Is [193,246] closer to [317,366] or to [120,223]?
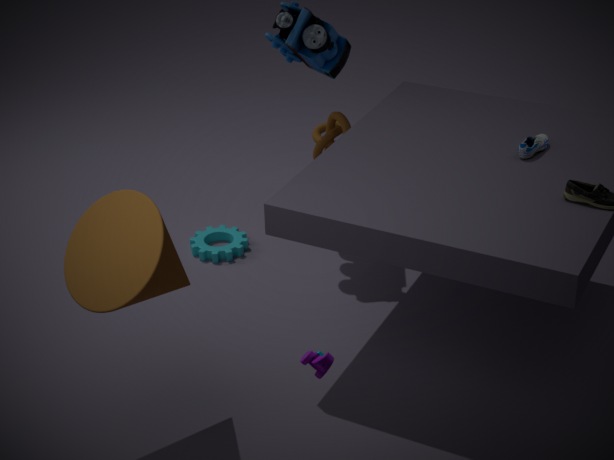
[120,223]
